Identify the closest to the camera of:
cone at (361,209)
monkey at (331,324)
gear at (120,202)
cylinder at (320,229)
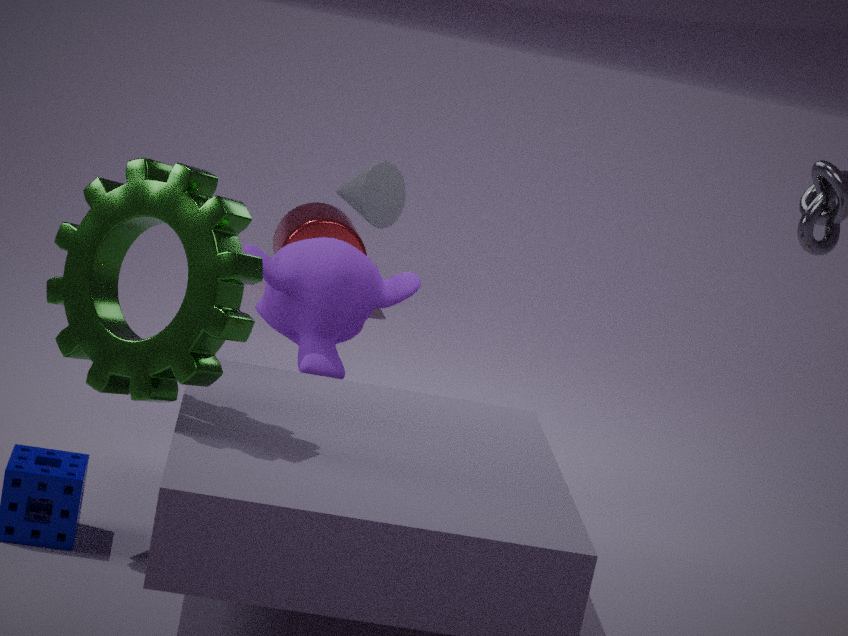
gear at (120,202)
